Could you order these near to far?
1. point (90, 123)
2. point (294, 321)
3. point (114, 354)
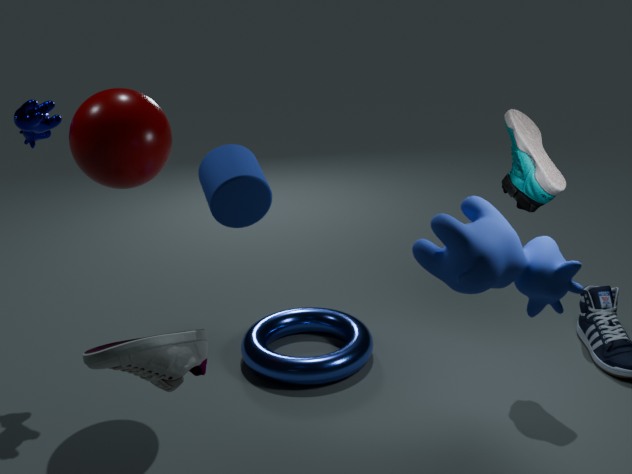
point (114, 354) < point (90, 123) < point (294, 321)
